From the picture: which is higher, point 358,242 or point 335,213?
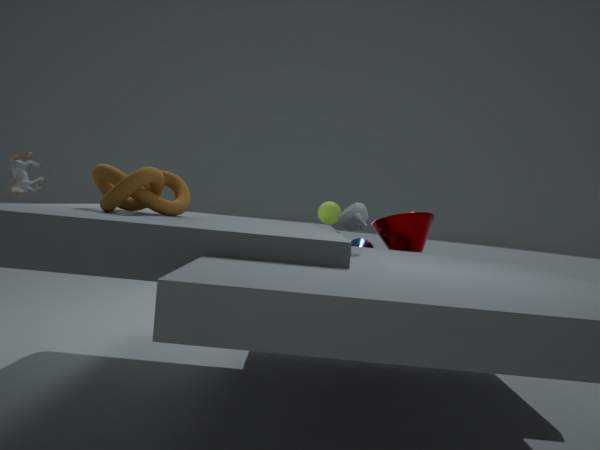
point 335,213
